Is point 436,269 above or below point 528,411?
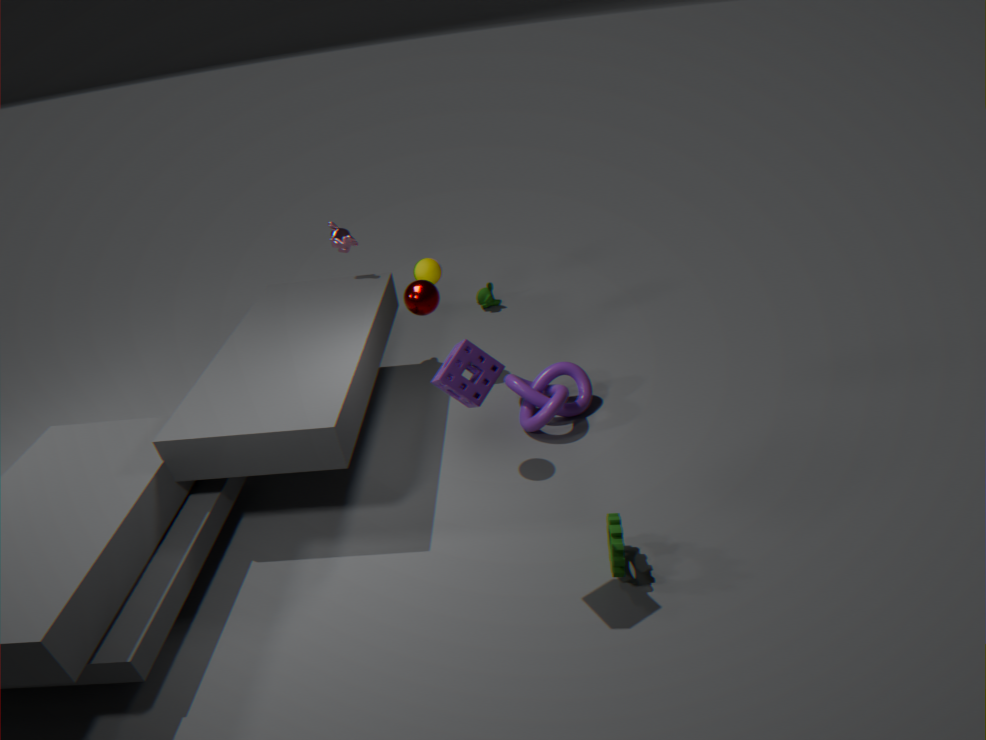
above
